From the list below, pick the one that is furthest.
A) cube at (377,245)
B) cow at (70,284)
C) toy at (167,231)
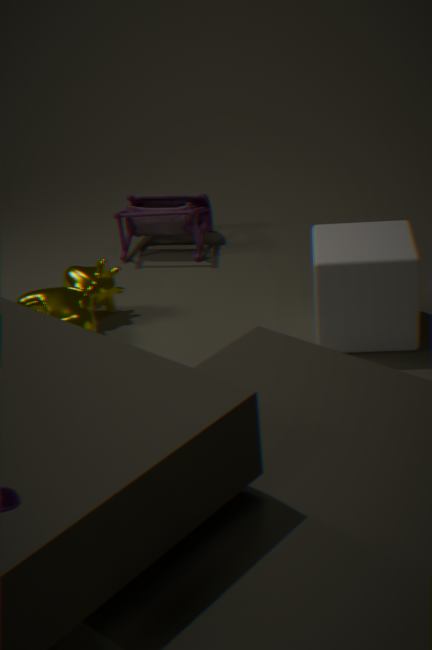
toy at (167,231)
